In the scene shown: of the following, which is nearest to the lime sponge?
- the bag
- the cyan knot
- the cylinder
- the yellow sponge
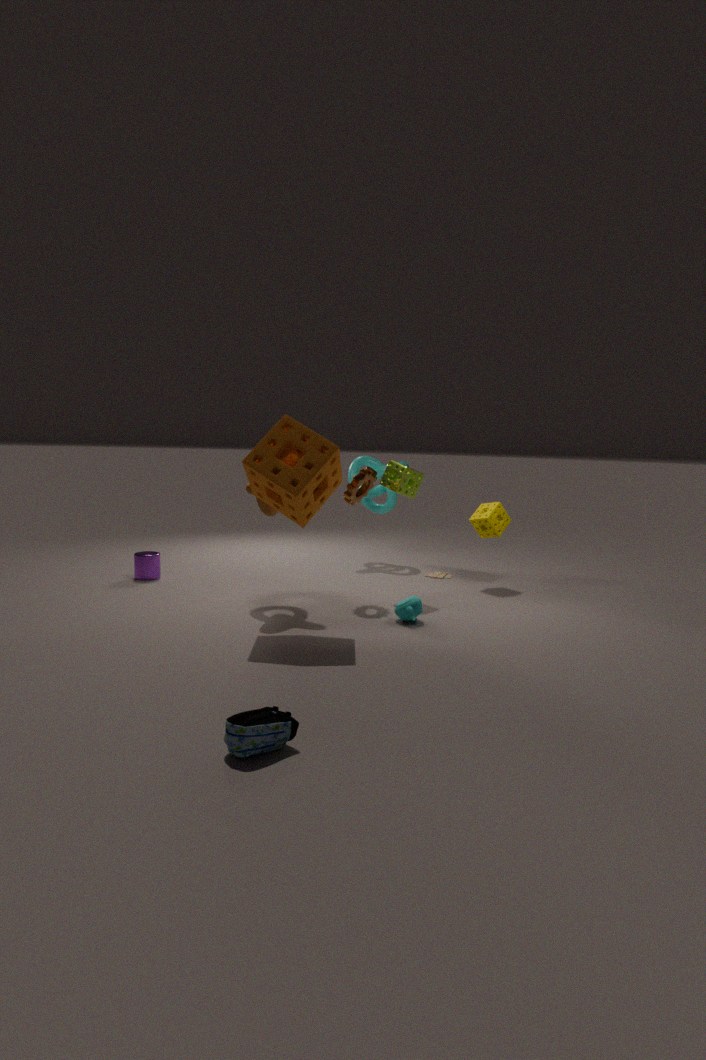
the yellow sponge
